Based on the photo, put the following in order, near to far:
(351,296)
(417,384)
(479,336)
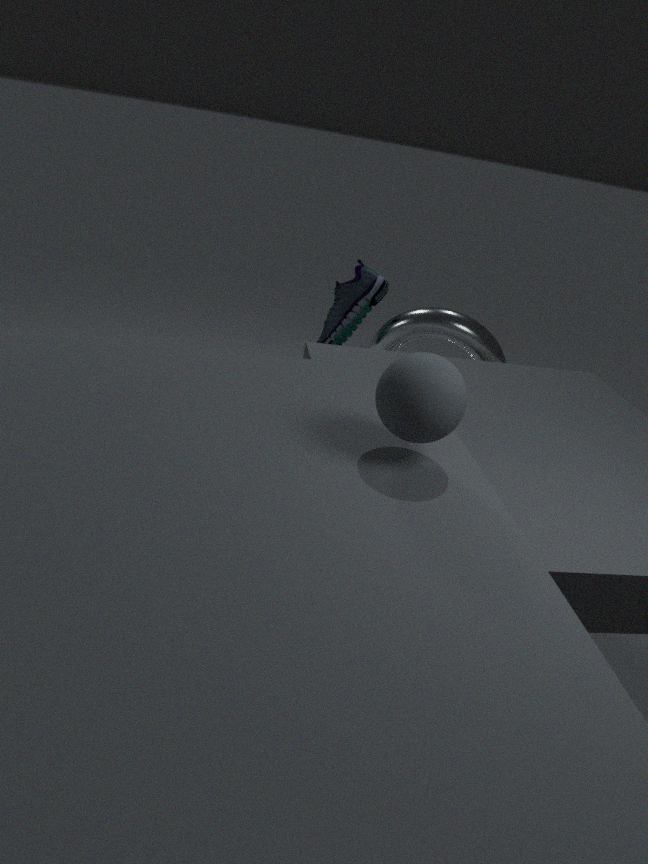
(417,384) → (479,336) → (351,296)
